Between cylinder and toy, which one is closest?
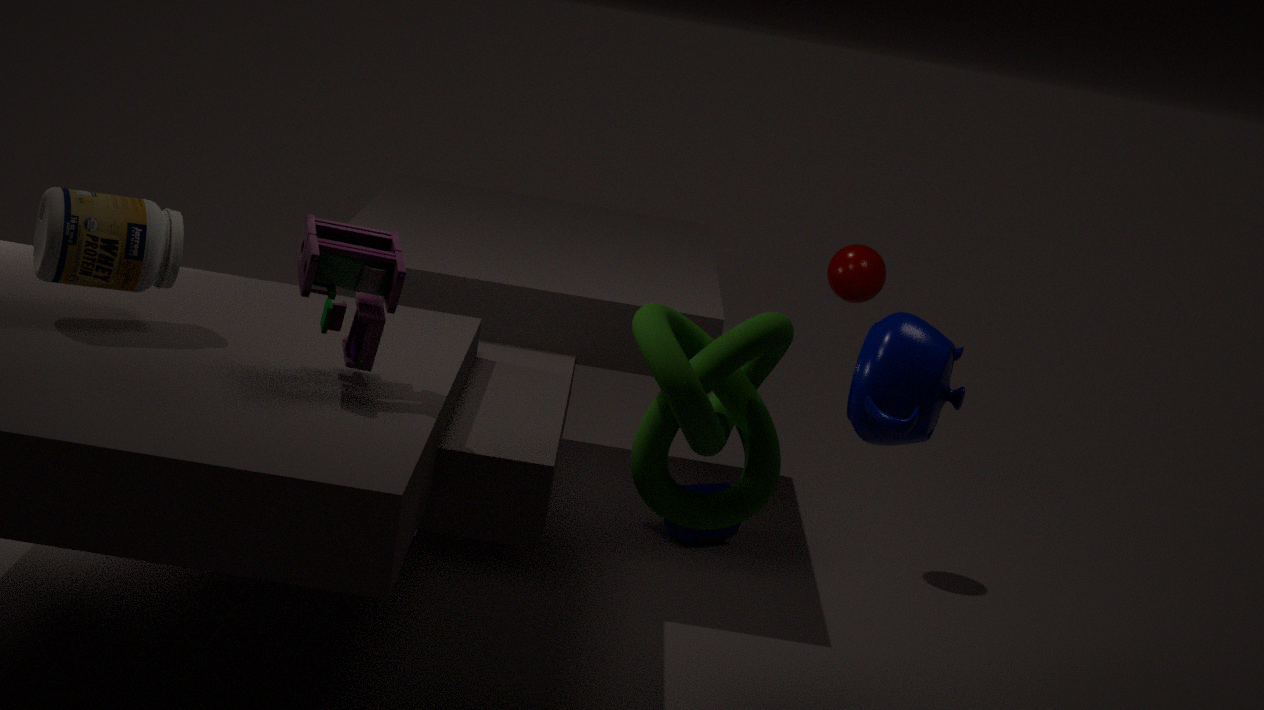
toy
